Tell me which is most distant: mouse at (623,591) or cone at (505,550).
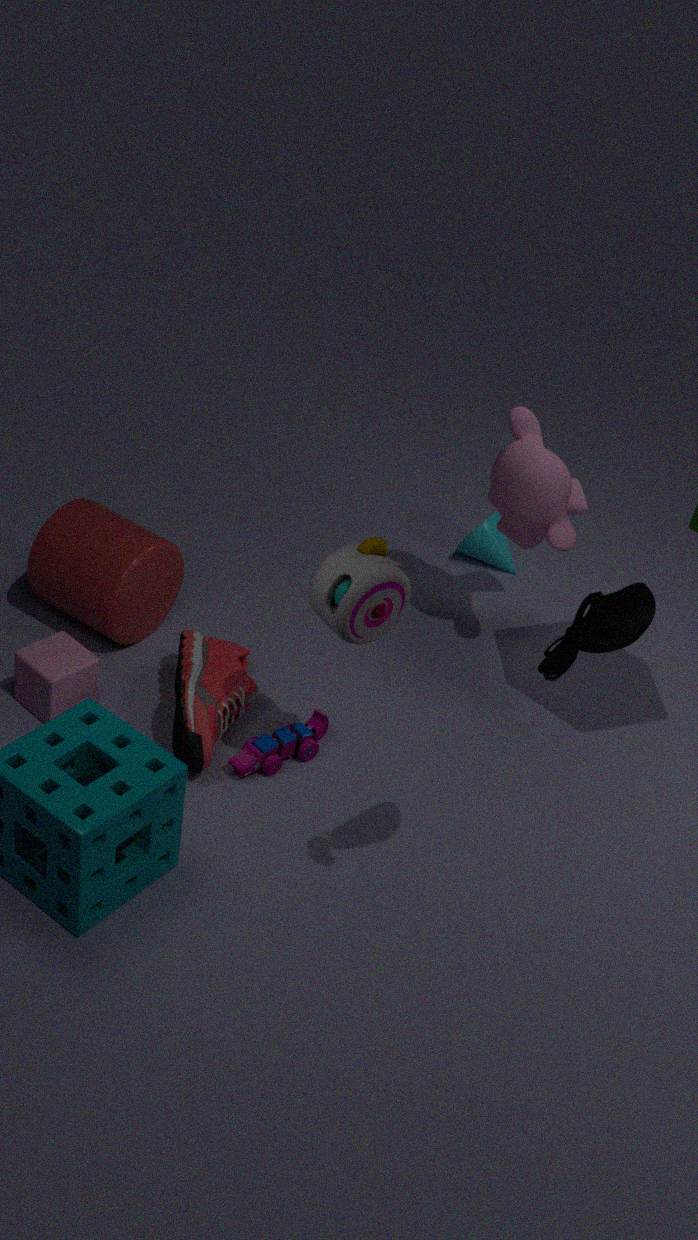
cone at (505,550)
